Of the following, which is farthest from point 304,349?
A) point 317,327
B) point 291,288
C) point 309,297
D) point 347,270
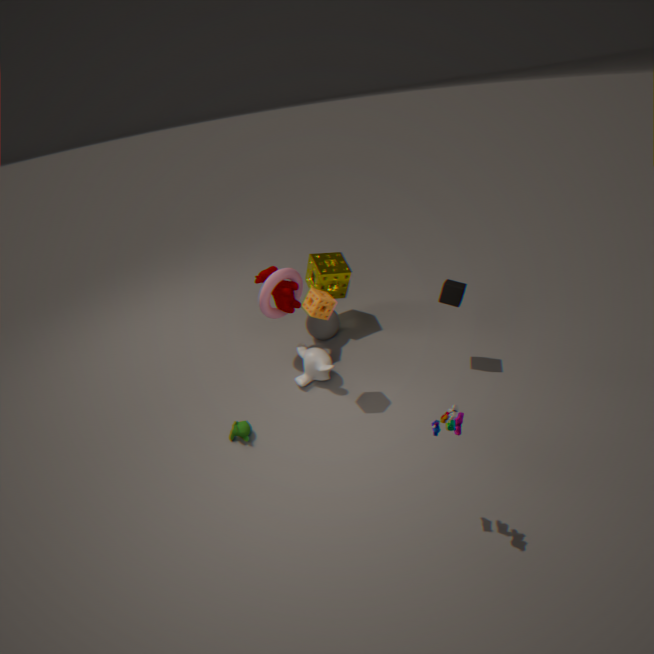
point 347,270
